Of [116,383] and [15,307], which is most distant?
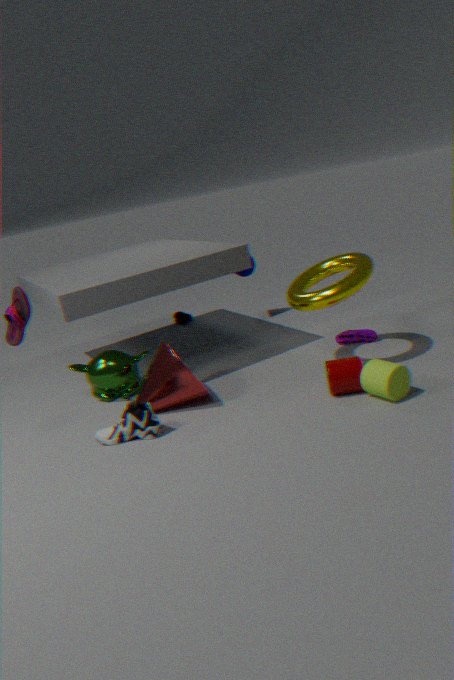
[116,383]
